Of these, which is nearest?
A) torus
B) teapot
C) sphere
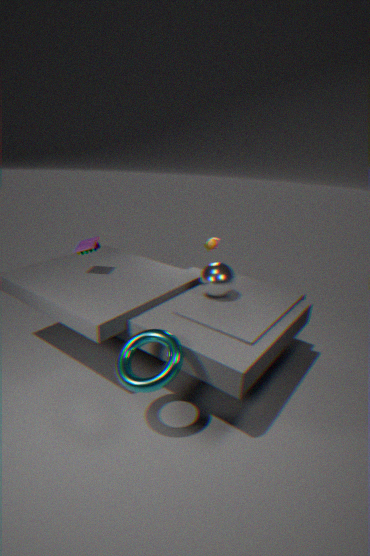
torus
